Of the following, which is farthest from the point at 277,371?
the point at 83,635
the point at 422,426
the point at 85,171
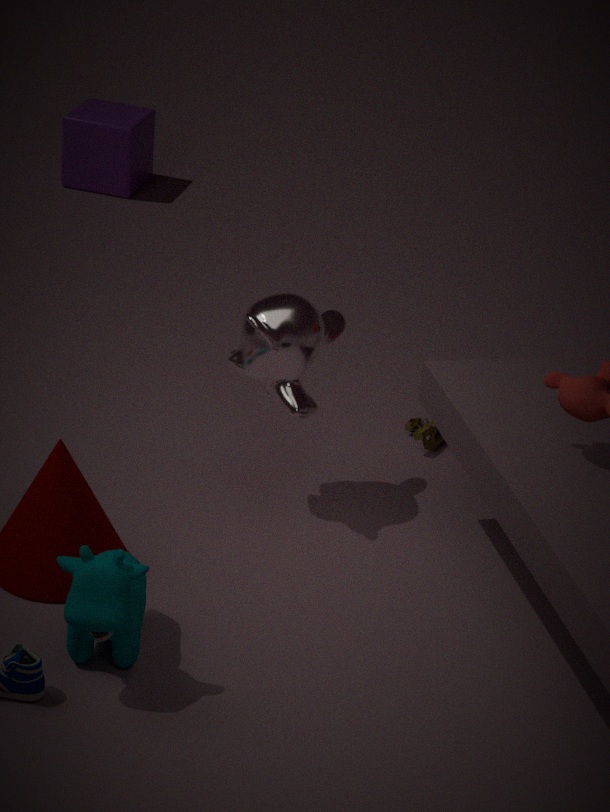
the point at 85,171
